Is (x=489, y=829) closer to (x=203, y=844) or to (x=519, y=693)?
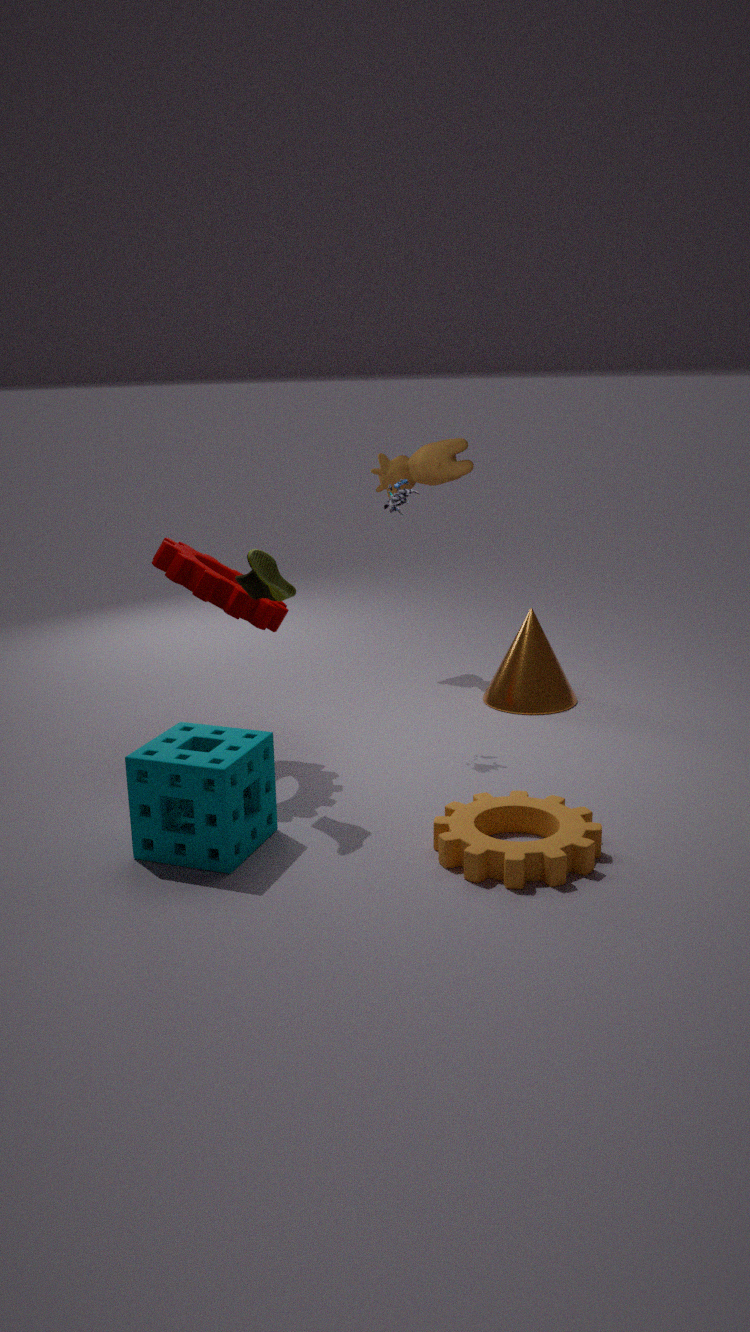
(x=203, y=844)
